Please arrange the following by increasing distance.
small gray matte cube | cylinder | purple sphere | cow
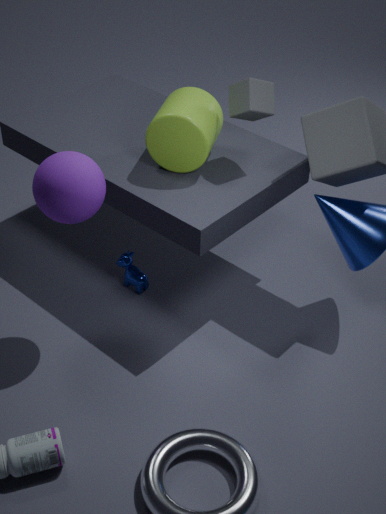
purple sphere → cylinder → small gray matte cube → cow
